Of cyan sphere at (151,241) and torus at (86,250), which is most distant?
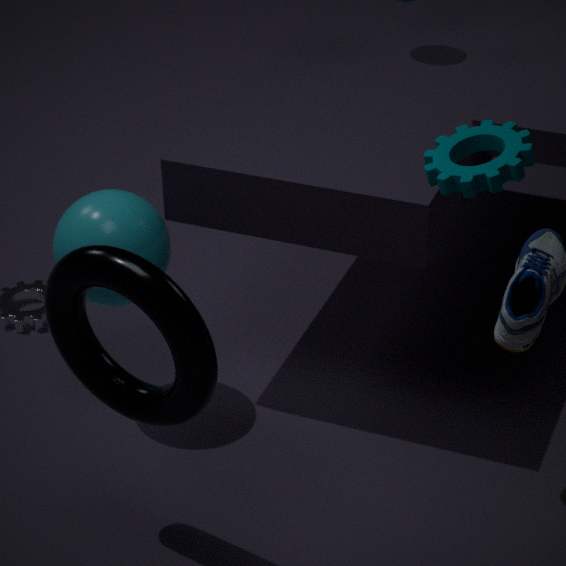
cyan sphere at (151,241)
